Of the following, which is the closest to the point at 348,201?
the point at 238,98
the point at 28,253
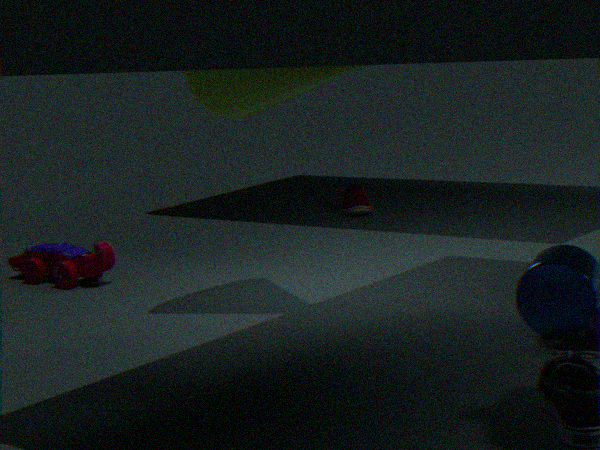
the point at 28,253
